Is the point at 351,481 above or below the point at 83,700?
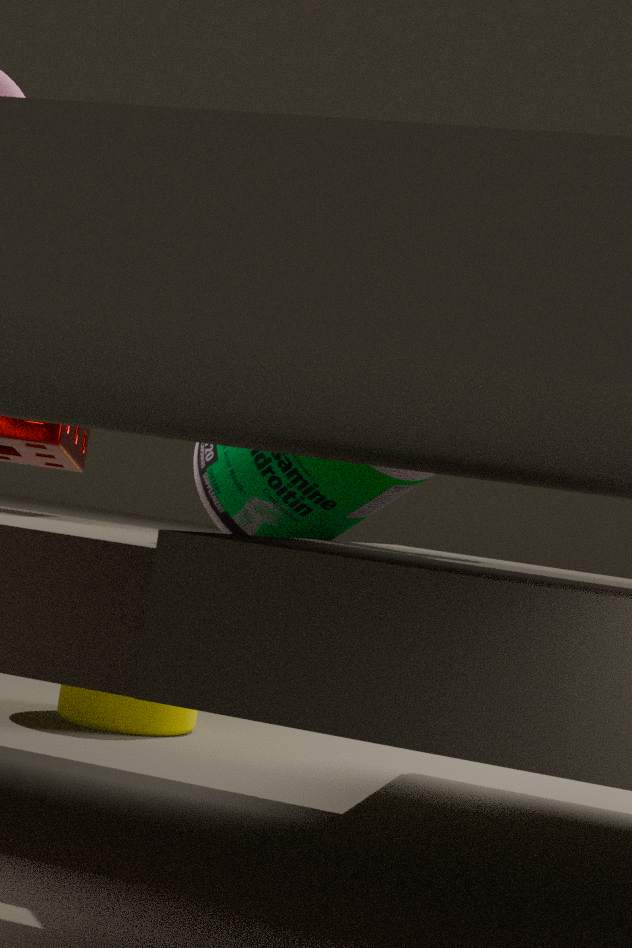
above
